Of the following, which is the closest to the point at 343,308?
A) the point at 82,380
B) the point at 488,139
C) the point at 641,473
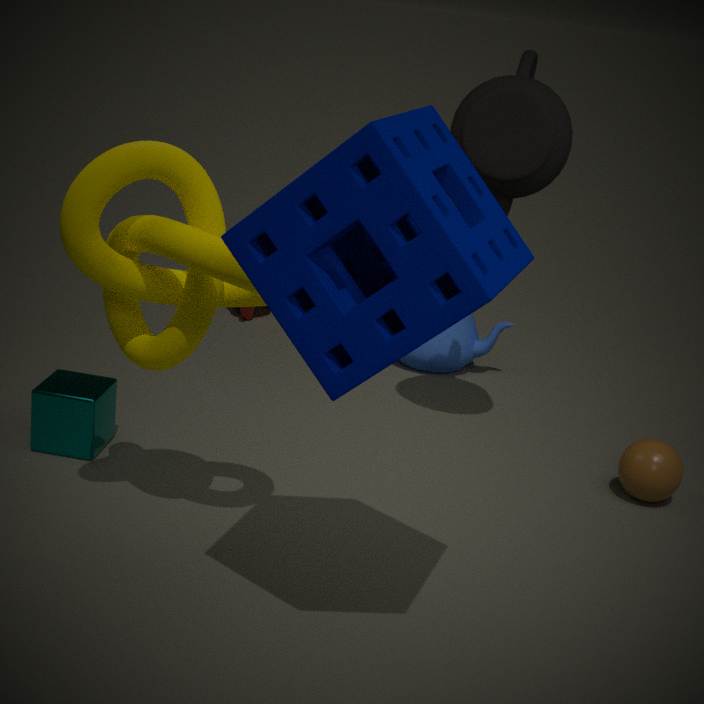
the point at 488,139
